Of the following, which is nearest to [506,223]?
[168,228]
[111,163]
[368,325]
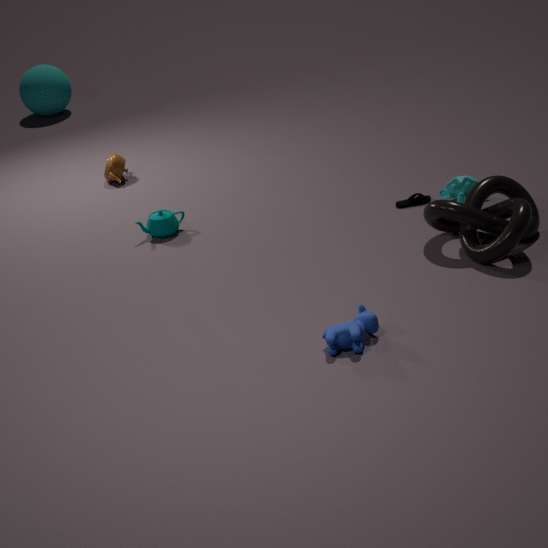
[368,325]
